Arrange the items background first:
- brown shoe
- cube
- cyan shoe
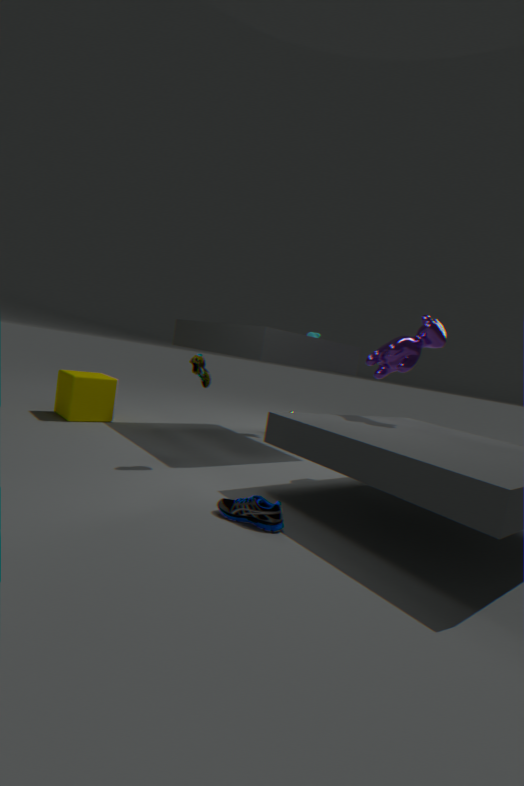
cube < brown shoe < cyan shoe
